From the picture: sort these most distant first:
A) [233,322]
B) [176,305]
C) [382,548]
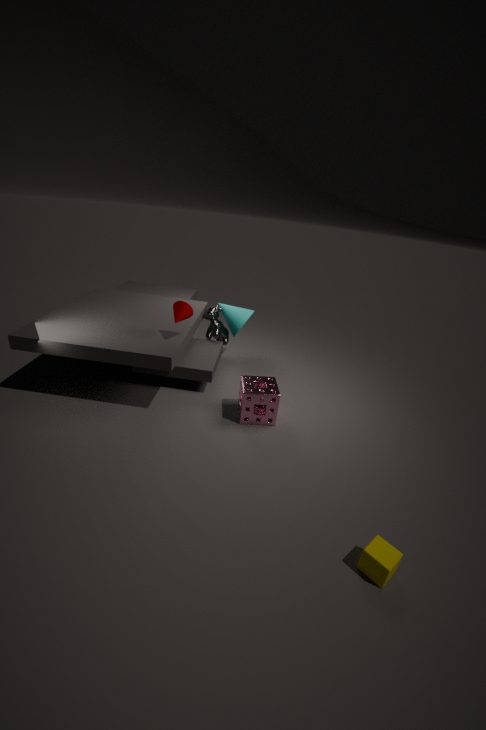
[233,322] → [176,305] → [382,548]
